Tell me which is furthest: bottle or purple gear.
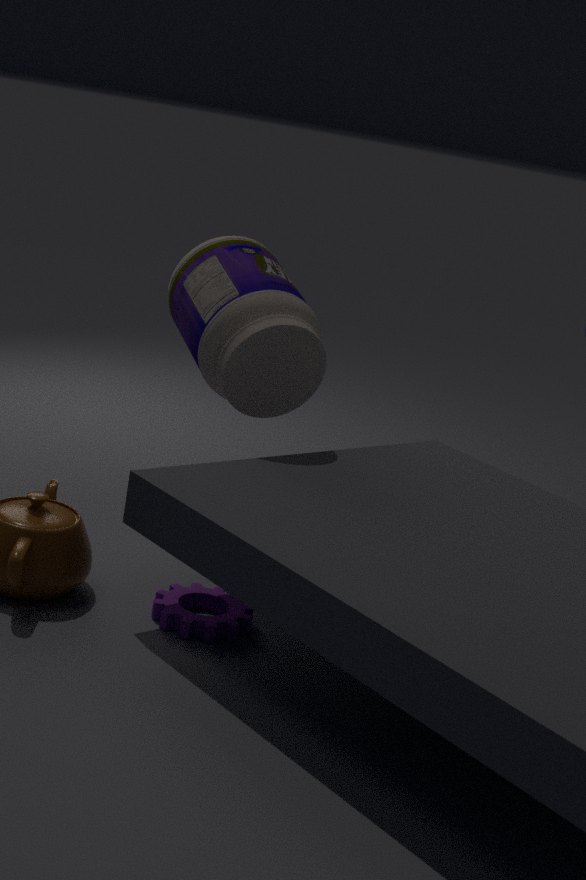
bottle
